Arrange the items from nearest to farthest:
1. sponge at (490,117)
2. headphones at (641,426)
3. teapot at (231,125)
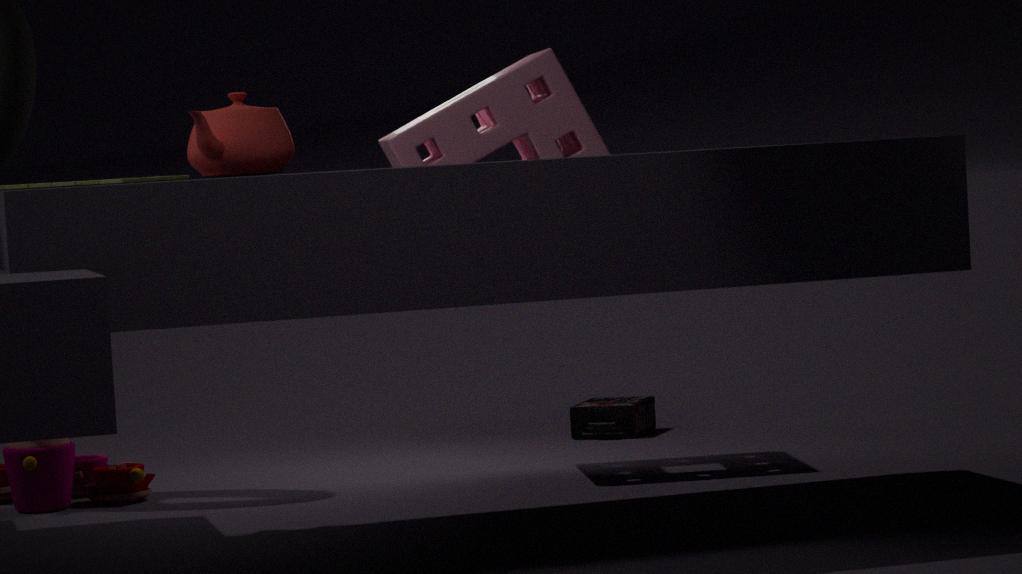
teapot at (231,125) → sponge at (490,117) → headphones at (641,426)
